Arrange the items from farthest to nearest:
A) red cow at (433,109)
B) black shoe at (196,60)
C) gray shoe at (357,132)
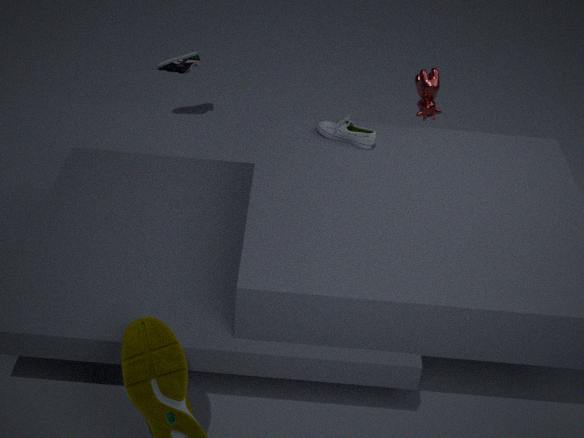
black shoe at (196,60)
red cow at (433,109)
gray shoe at (357,132)
